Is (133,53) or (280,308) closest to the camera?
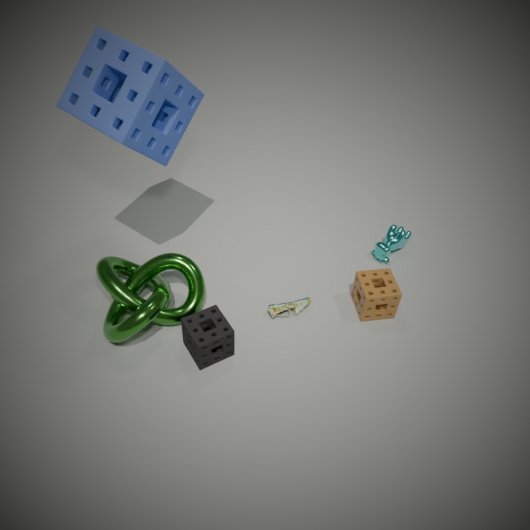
(133,53)
